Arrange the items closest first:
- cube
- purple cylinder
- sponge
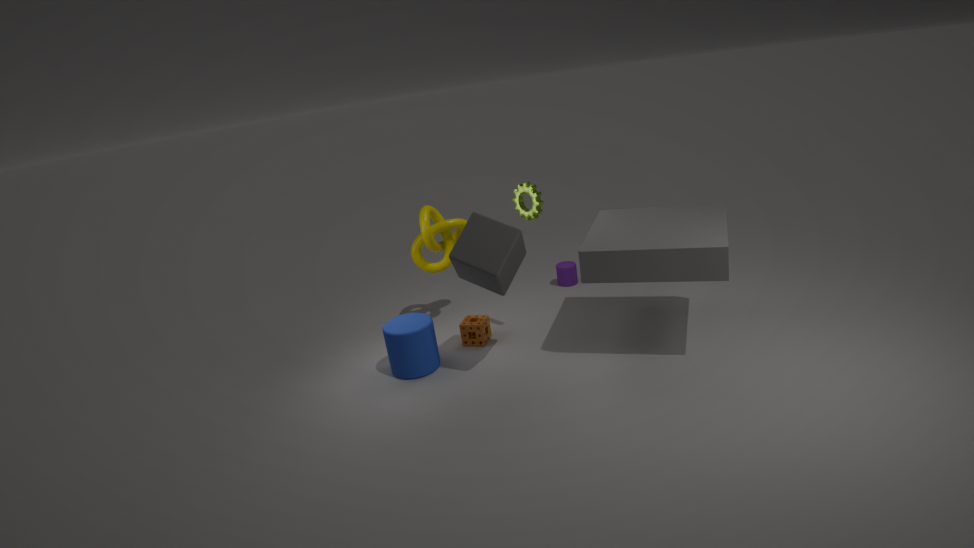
1. cube
2. sponge
3. purple cylinder
